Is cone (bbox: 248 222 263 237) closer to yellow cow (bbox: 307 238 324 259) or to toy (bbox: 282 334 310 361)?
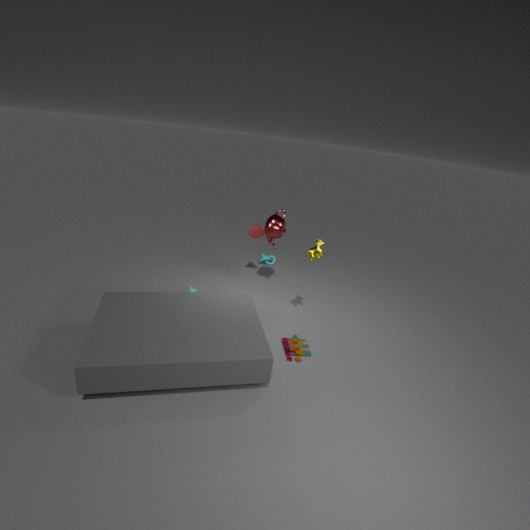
yellow cow (bbox: 307 238 324 259)
